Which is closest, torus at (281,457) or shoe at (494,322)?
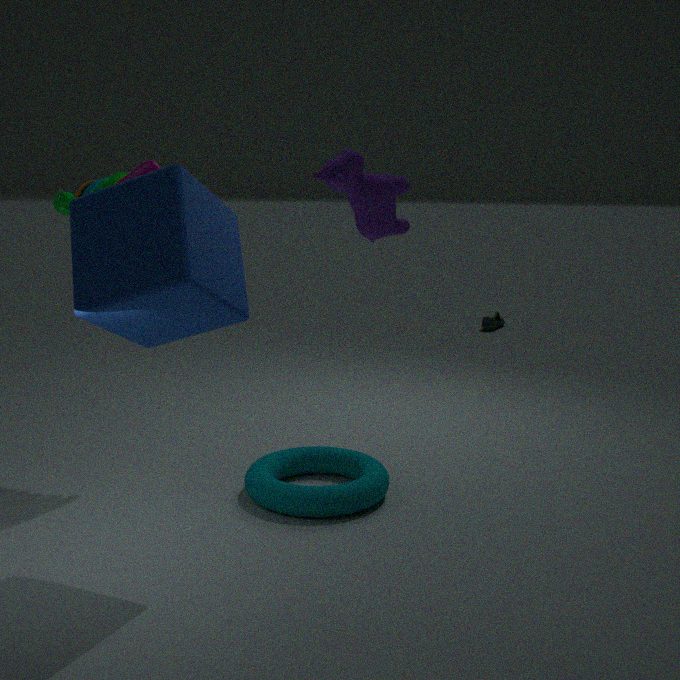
torus at (281,457)
